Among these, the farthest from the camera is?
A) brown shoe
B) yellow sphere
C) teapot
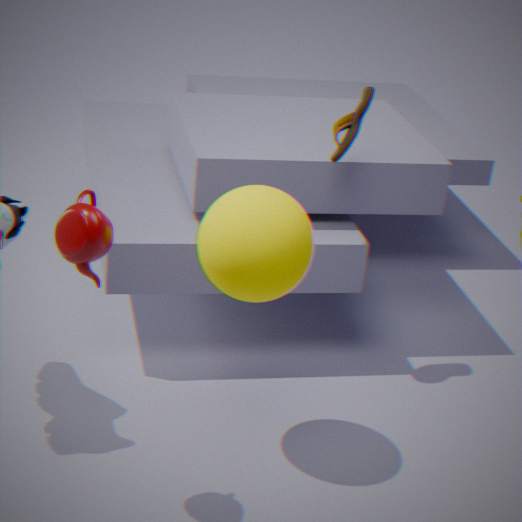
brown shoe
